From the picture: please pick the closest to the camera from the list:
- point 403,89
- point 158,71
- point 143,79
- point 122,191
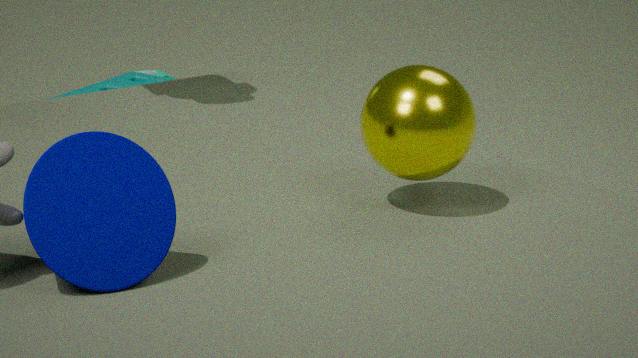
point 122,191
